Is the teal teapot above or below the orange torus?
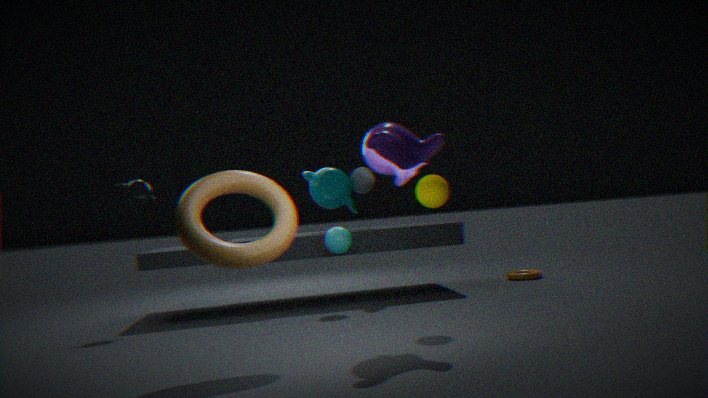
above
